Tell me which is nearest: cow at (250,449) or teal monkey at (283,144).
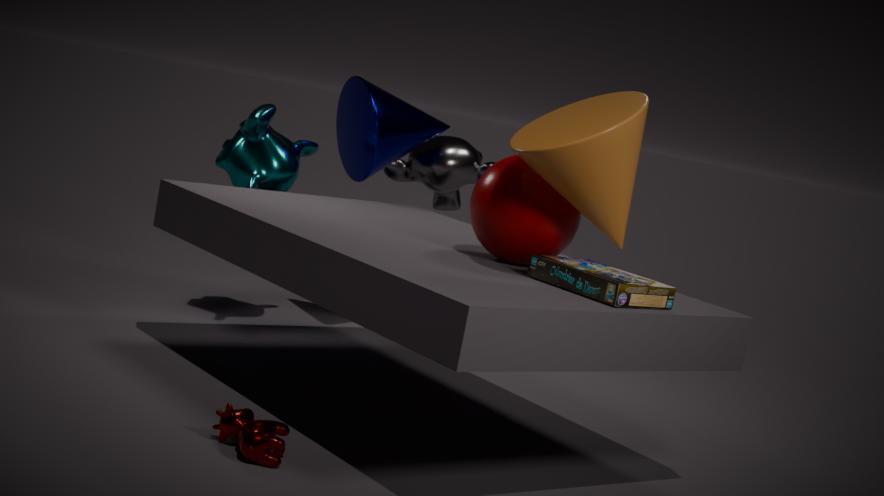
cow at (250,449)
